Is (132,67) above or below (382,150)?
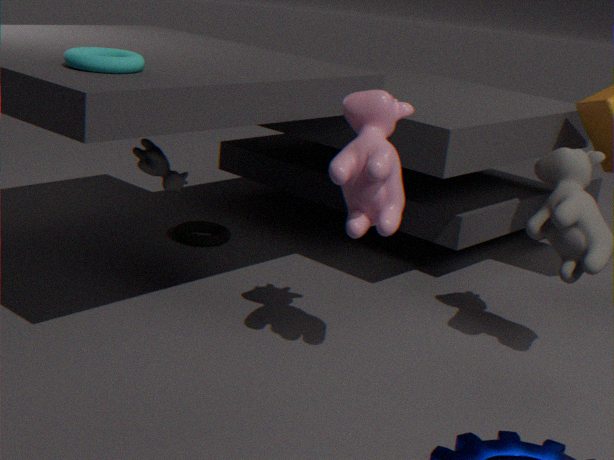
above
